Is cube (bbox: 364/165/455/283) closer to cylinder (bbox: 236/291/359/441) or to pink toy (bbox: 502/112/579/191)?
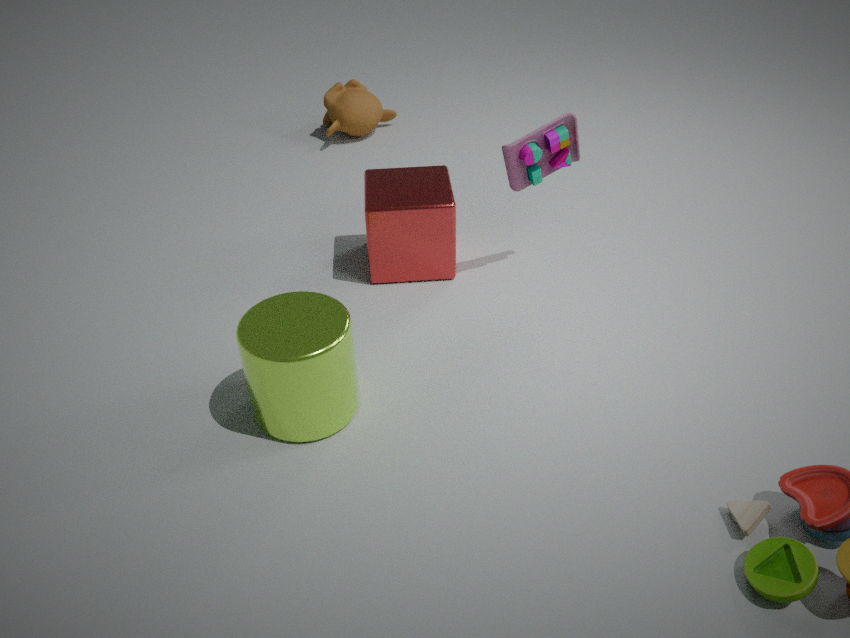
pink toy (bbox: 502/112/579/191)
